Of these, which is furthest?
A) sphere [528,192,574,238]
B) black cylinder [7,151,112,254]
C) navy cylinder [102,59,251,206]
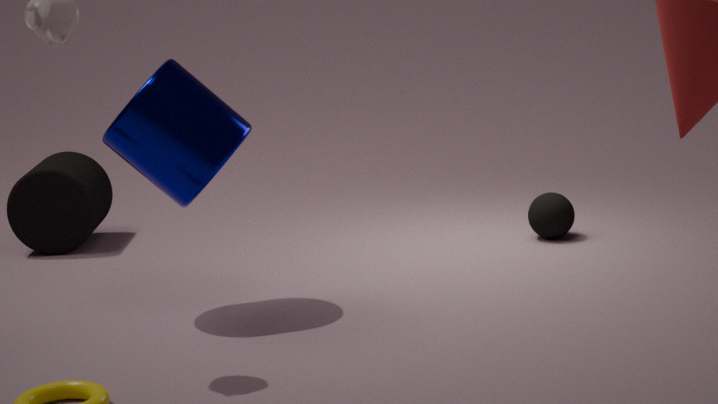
black cylinder [7,151,112,254]
